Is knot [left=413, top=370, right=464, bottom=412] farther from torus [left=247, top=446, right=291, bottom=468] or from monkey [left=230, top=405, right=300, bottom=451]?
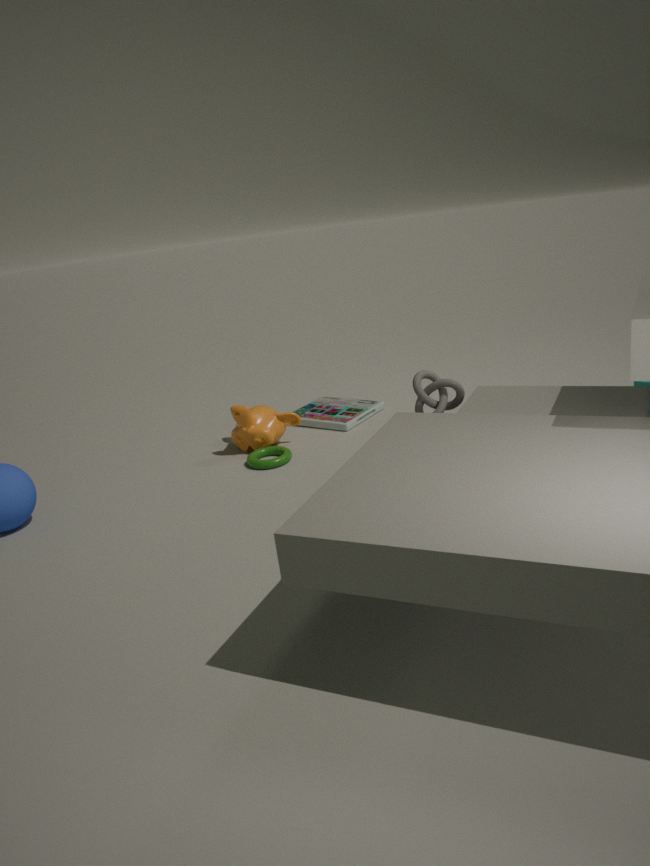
monkey [left=230, top=405, right=300, bottom=451]
